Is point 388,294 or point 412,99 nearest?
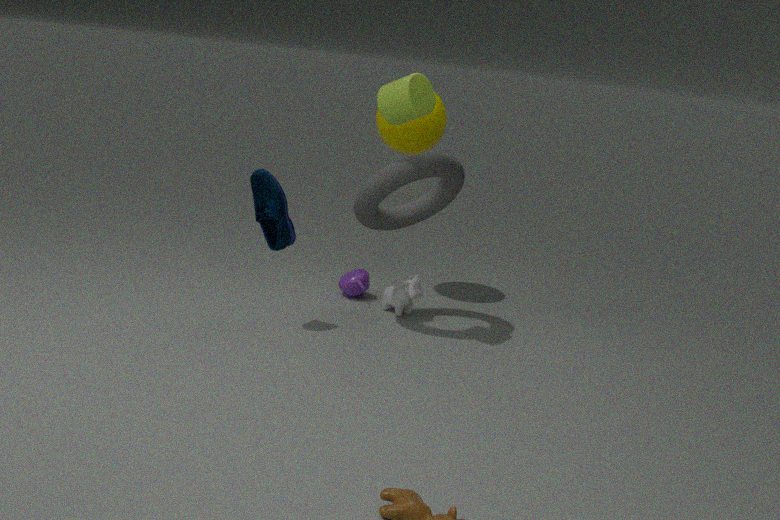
point 412,99
